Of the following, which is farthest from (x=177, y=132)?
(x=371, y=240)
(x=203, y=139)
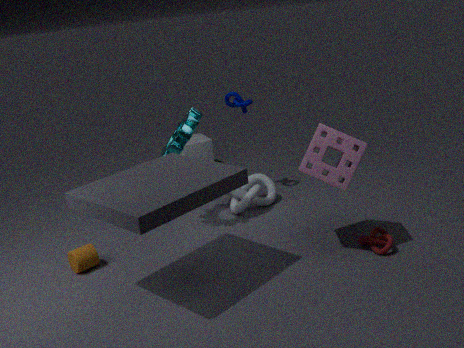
(x=371, y=240)
